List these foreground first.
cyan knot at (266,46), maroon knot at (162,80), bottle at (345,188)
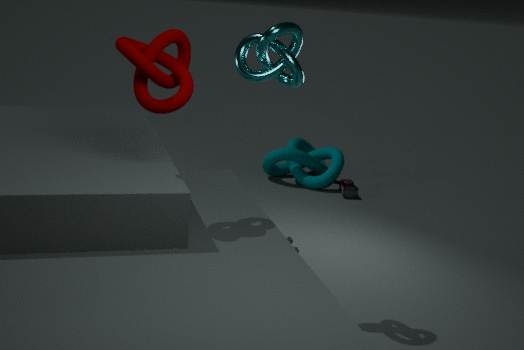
maroon knot at (162,80) < cyan knot at (266,46) < bottle at (345,188)
